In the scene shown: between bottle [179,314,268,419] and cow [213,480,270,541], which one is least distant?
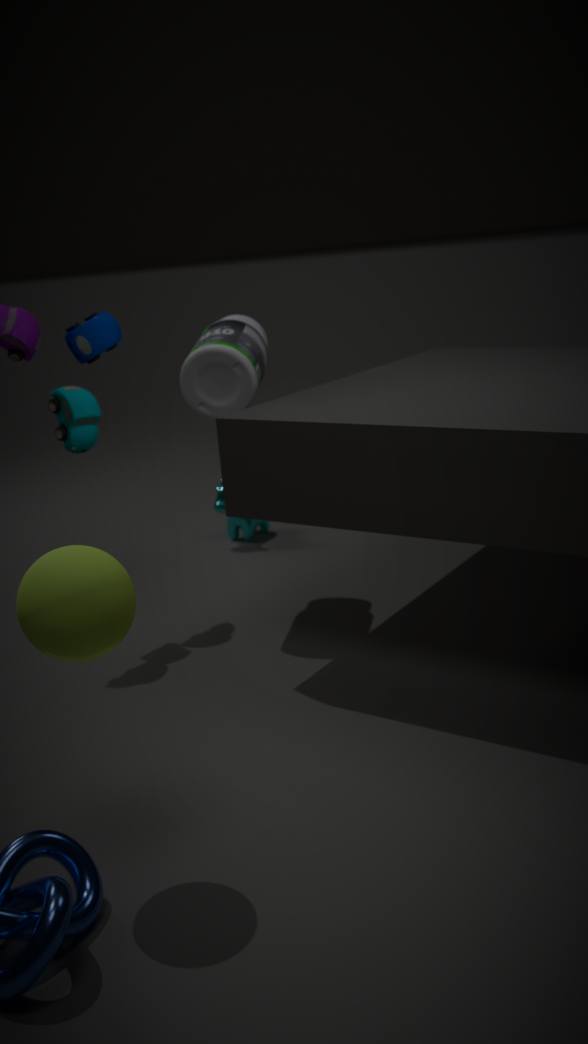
bottle [179,314,268,419]
